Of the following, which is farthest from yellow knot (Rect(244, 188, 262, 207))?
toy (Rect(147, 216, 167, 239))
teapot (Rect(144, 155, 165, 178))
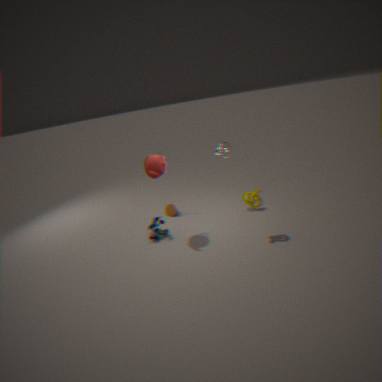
toy (Rect(147, 216, 167, 239))
